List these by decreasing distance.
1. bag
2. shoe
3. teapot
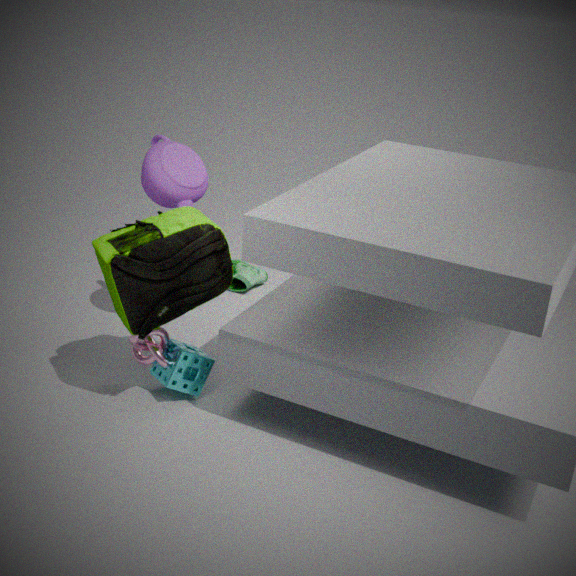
shoe < teapot < bag
